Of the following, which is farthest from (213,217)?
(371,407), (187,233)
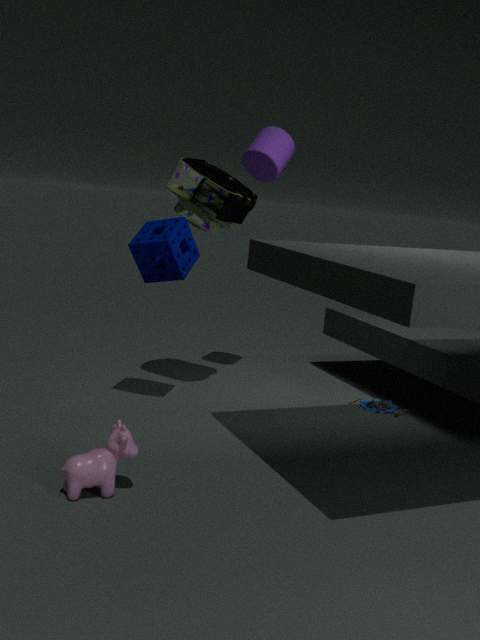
(371,407)
